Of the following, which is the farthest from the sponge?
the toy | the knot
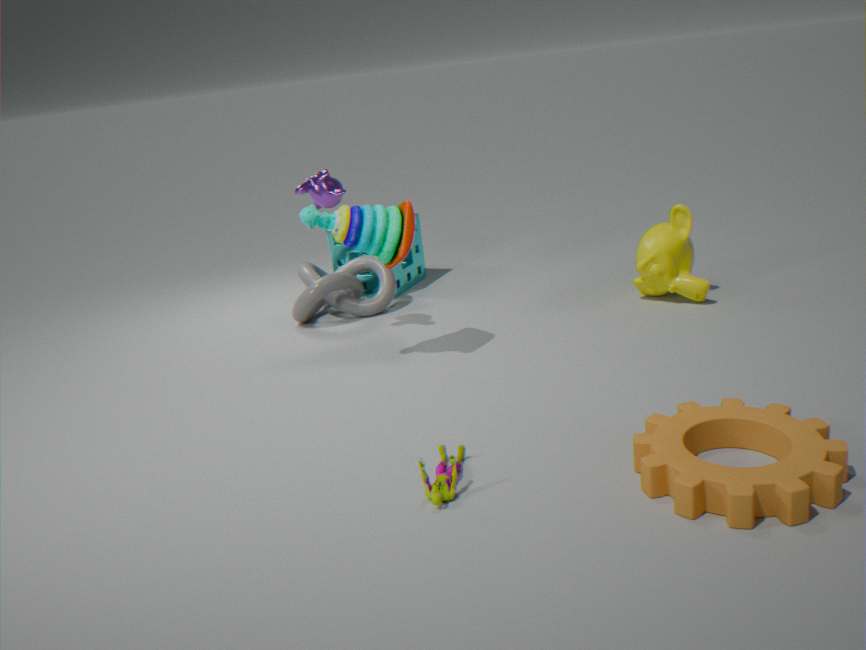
the toy
